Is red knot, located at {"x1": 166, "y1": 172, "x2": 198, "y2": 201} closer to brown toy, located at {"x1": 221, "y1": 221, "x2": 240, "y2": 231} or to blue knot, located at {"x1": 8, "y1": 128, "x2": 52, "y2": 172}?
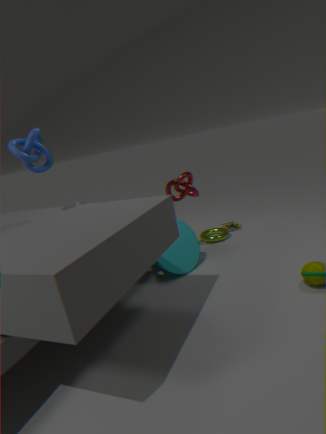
brown toy, located at {"x1": 221, "y1": 221, "x2": 240, "y2": 231}
